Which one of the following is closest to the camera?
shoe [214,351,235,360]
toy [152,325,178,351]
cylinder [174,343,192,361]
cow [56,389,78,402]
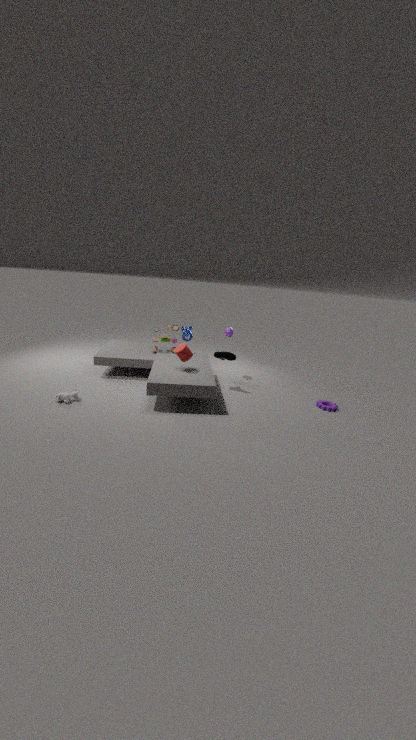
cow [56,389,78,402]
